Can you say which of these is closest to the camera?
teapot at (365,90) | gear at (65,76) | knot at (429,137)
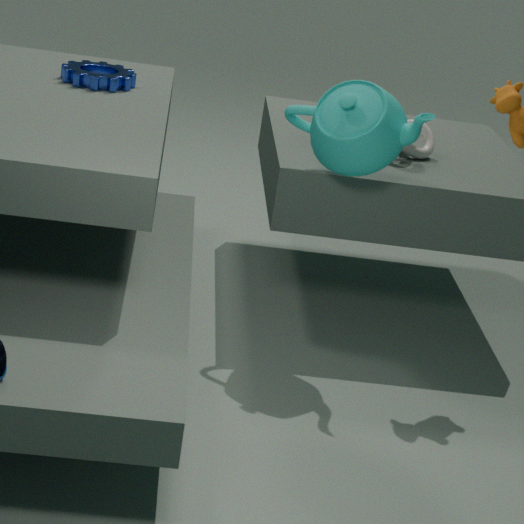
teapot at (365,90)
